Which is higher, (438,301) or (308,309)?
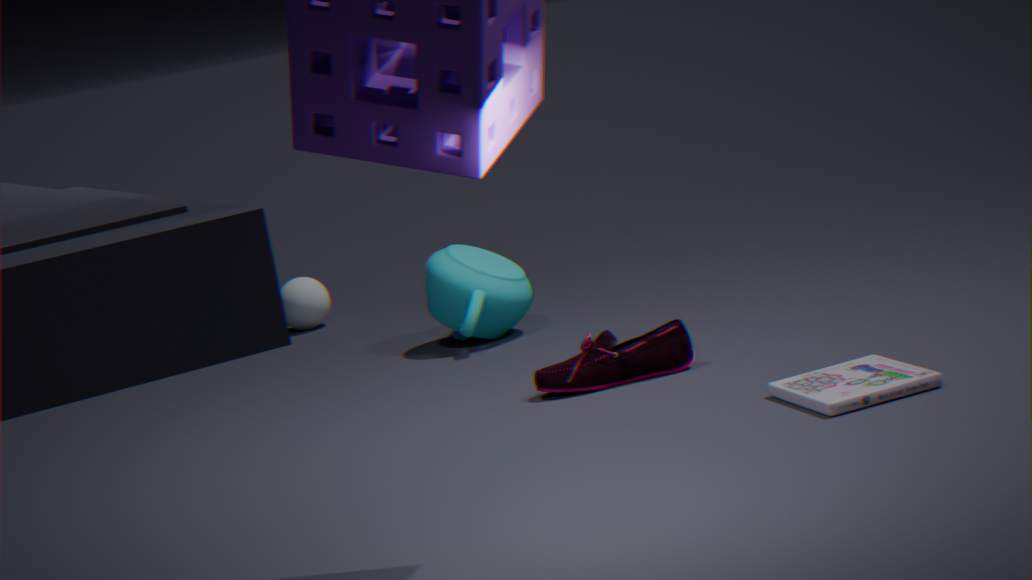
(438,301)
